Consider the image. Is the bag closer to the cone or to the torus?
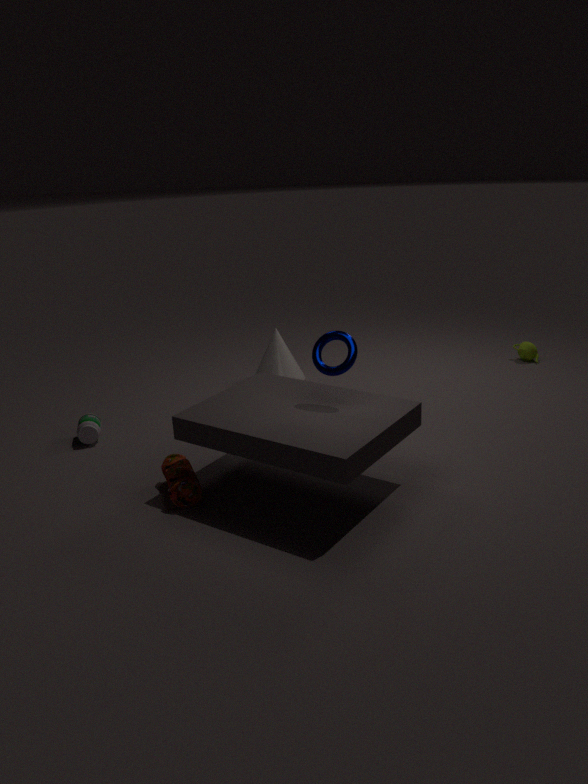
the torus
